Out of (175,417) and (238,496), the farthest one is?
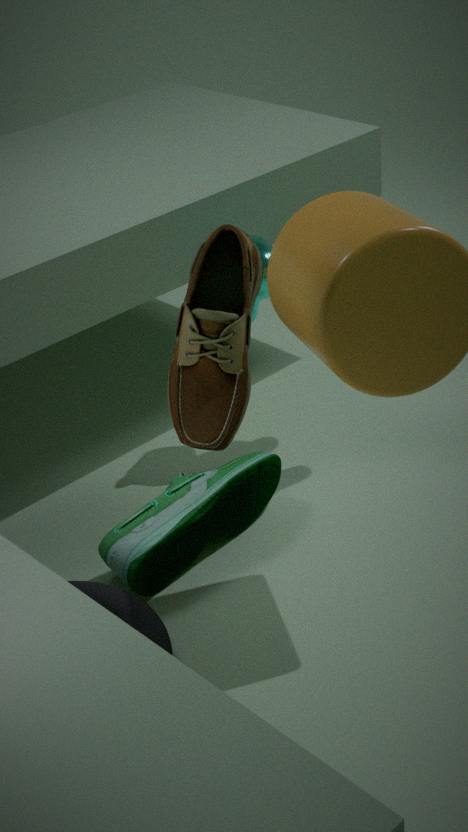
(238,496)
